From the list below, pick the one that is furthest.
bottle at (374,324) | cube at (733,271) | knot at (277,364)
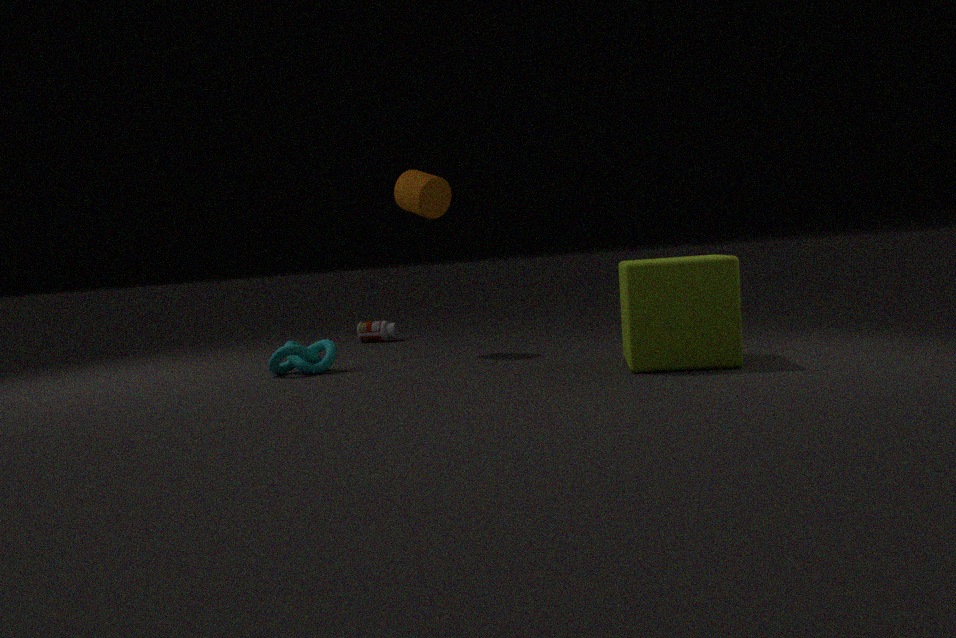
bottle at (374,324)
